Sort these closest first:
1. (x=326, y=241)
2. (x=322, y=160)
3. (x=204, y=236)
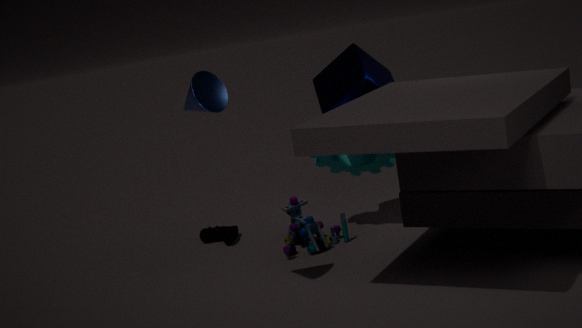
1. (x=326, y=241)
2. (x=322, y=160)
3. (x=204, y=236)
